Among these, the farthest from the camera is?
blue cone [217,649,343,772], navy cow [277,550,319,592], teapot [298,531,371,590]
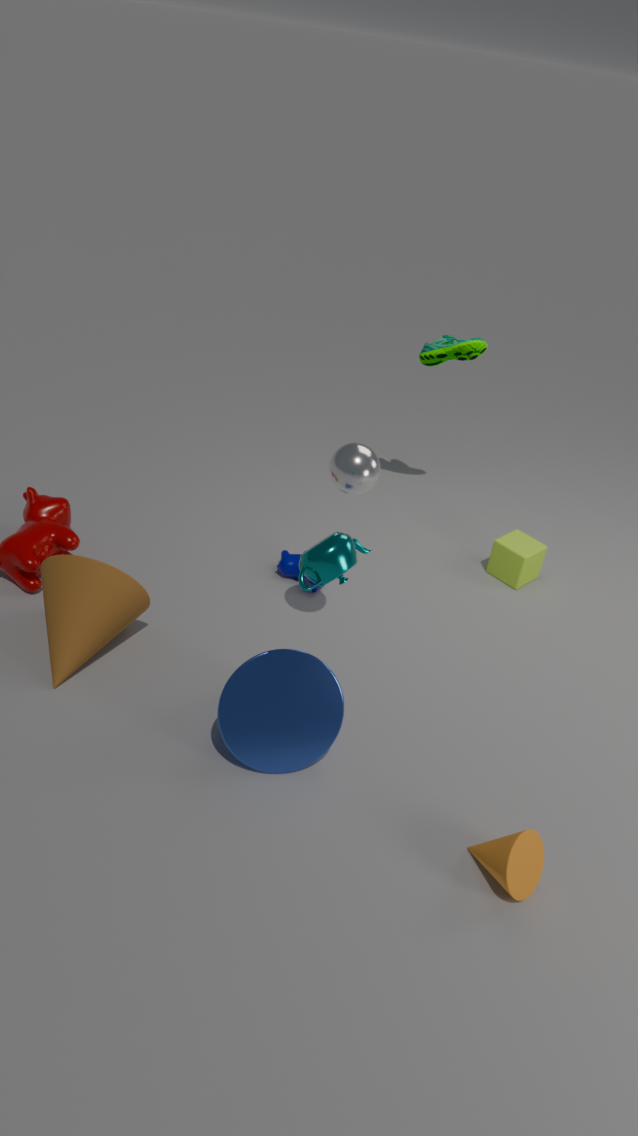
navy cow [277,550,319,592]
